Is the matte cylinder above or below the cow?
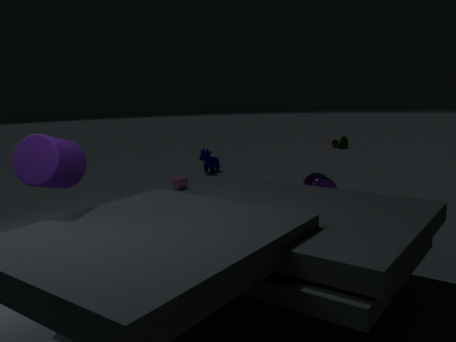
above
